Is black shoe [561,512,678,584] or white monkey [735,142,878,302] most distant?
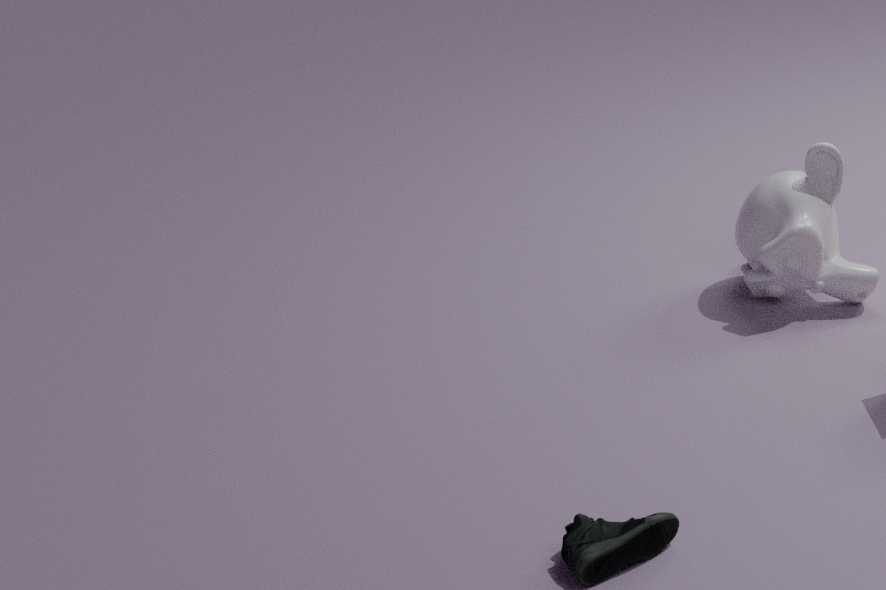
white monkey [735,142,878,302]
